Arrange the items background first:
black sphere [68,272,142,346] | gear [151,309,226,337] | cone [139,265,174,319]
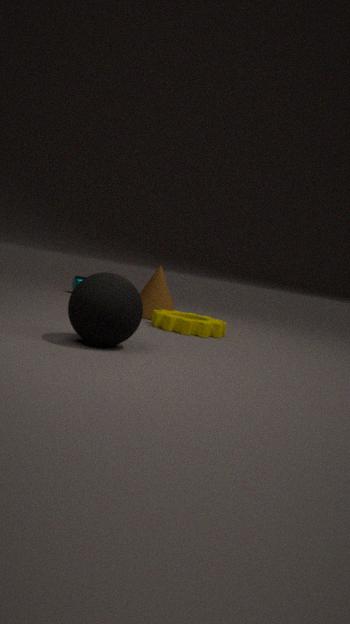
cone [139,265,174,319], gear [151,309,226,337], black sphere [68,272,142,346]
